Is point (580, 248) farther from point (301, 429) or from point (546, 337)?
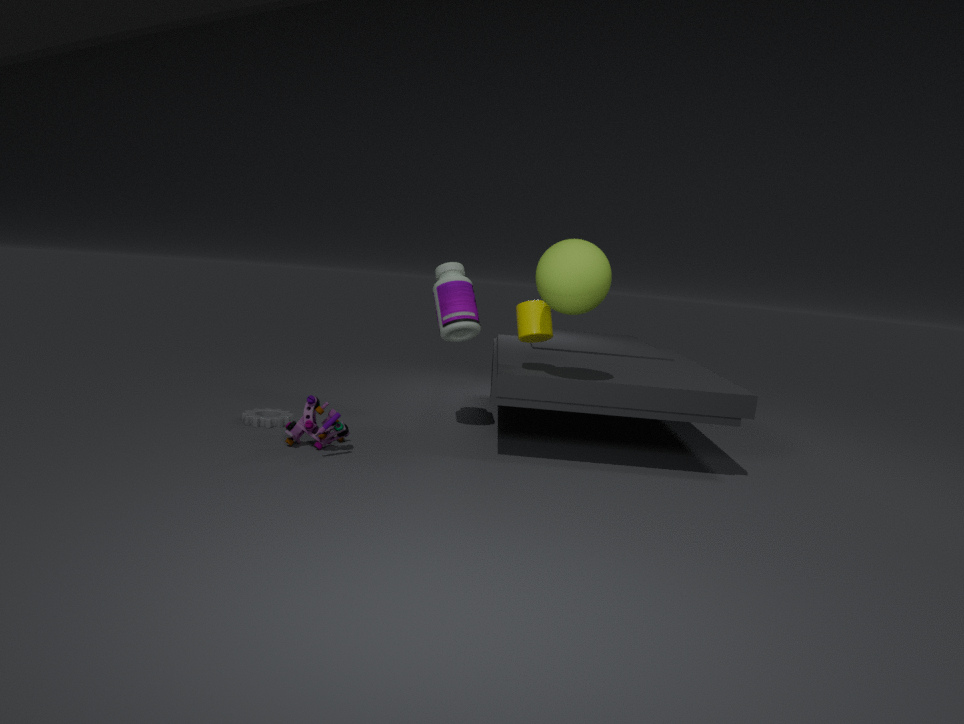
point (301, 429)
